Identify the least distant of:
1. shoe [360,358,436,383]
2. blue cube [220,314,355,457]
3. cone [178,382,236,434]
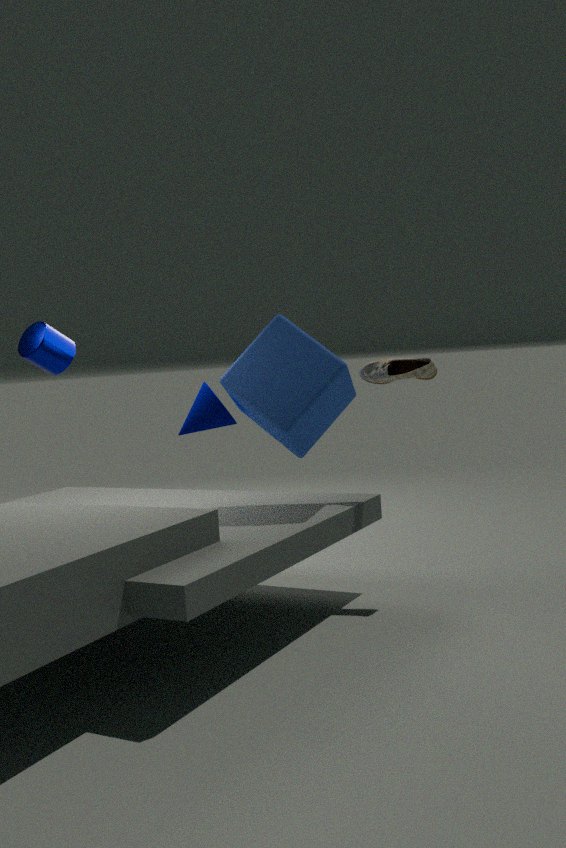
blue cube [220,314,355,457]
